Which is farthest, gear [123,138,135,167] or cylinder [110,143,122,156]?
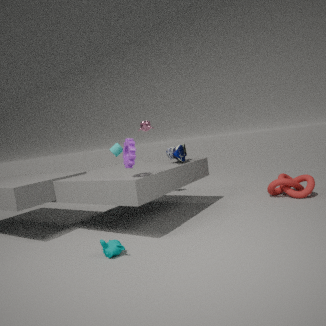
cylinder [110,143,122,156]
